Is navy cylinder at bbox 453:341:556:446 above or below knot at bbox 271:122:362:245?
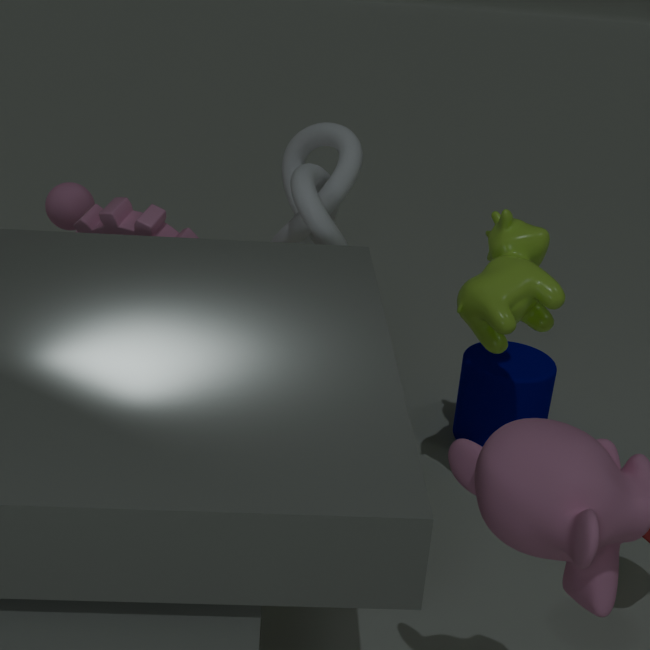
below
